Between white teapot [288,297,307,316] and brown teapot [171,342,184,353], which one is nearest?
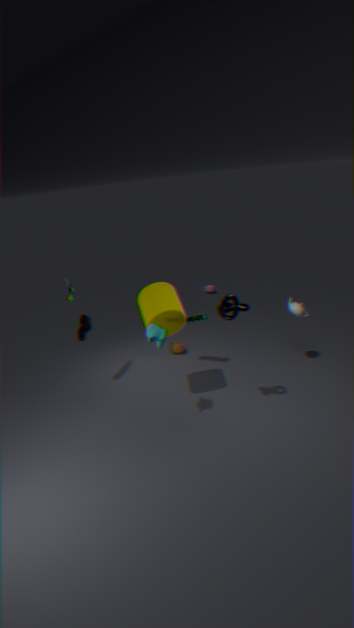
white teapot [288,297,307,316]
